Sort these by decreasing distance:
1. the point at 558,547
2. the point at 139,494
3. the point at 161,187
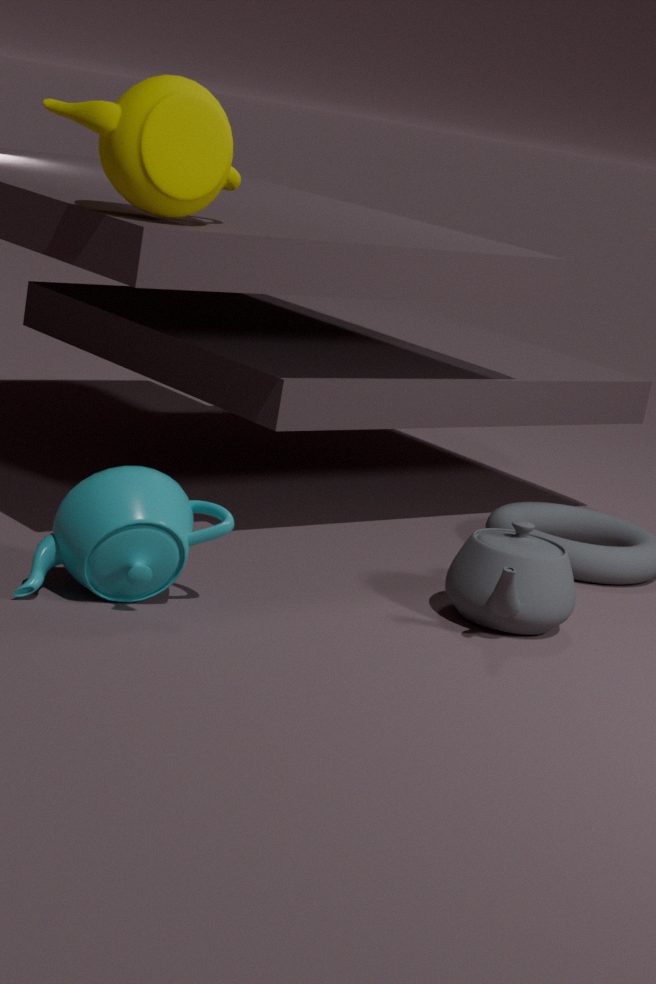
the point at 558,547, the point at 161,187, the point at 139,494
